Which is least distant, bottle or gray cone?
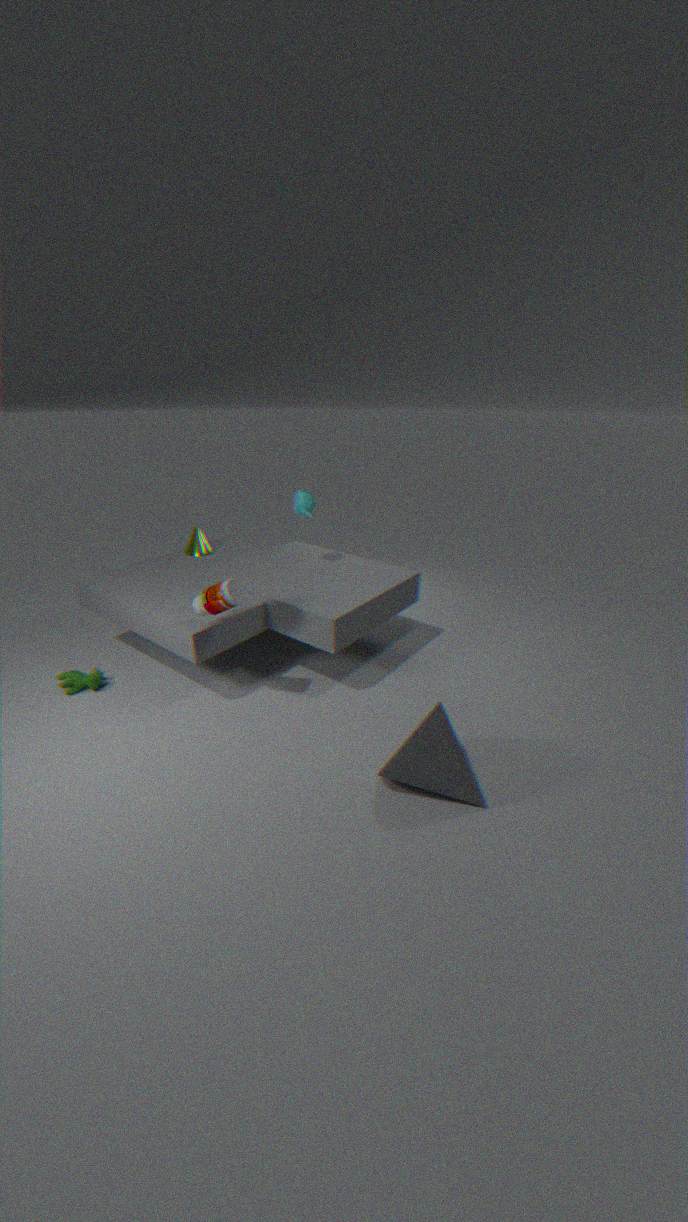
gray cone
